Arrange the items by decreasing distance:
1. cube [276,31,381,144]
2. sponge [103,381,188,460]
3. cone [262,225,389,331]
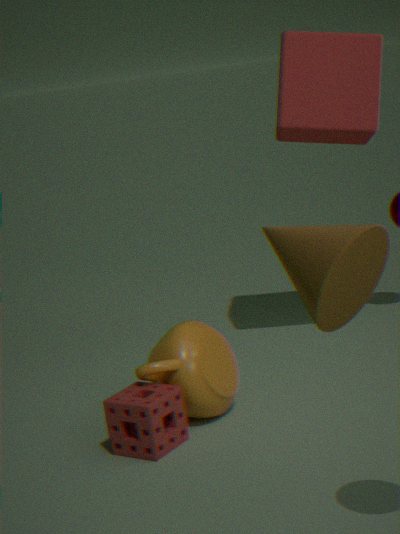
cube [276,31,381,144], sponge [103,381,188,460], cone [262,225,389,331]
